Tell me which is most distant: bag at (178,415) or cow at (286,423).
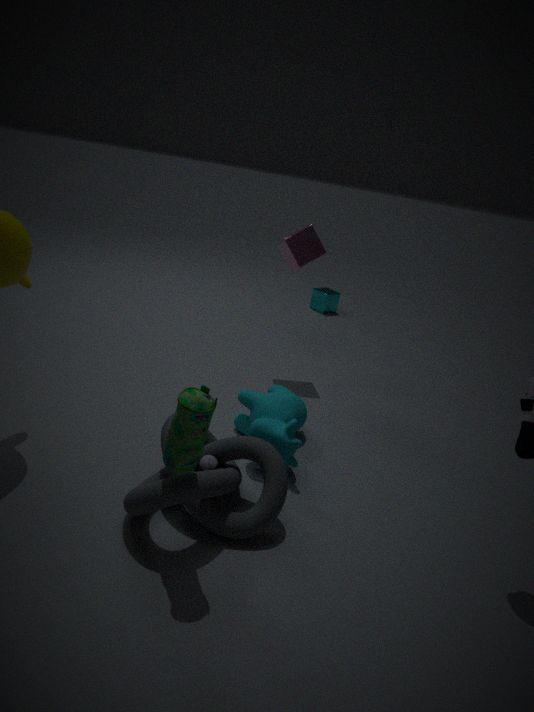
cow at (286,423)
